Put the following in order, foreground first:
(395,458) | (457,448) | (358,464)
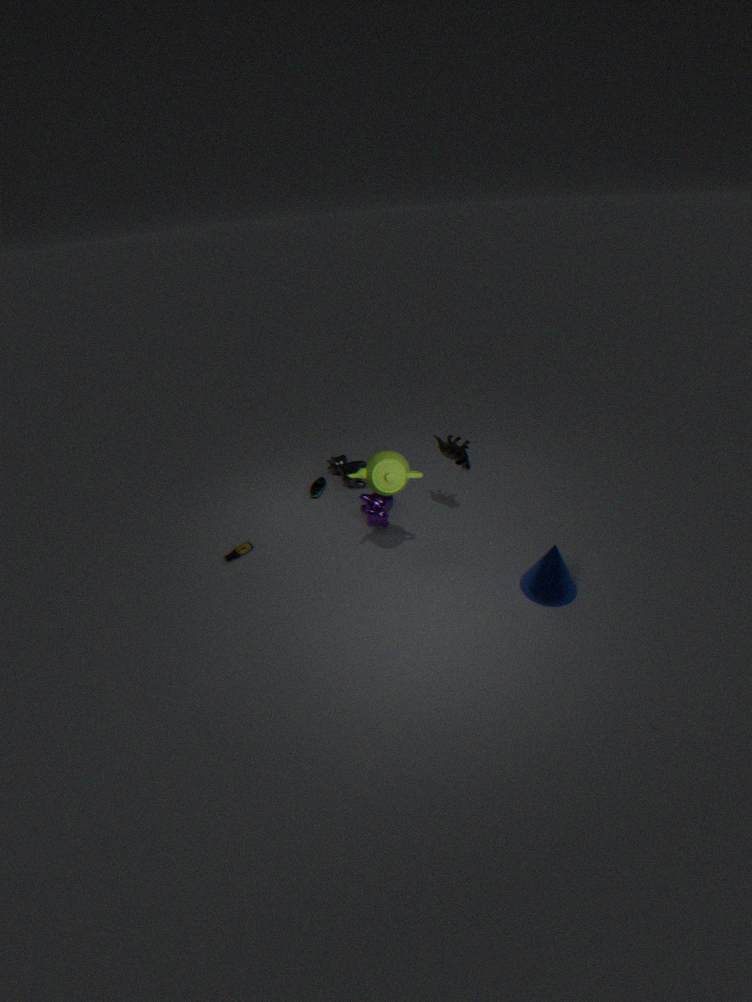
1. (395,458)
2. (457,448)
3. (358,464)
